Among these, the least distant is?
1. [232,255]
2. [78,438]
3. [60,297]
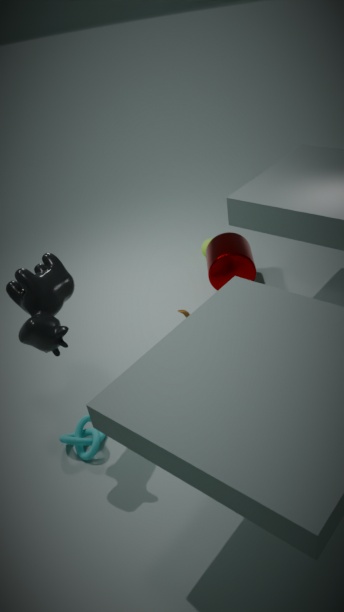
[60,297]
